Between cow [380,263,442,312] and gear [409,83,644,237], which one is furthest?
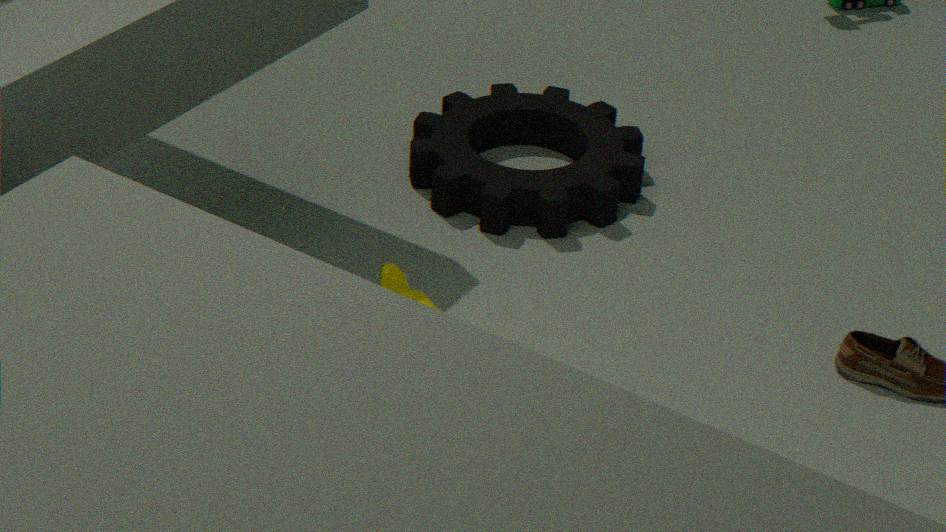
gear [409,83,644,237]
